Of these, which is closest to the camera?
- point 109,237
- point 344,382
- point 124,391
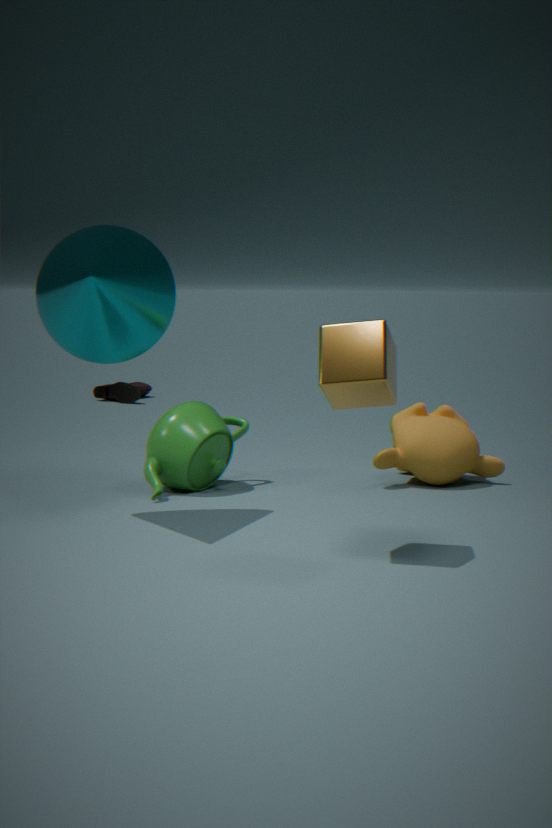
point 344,382
